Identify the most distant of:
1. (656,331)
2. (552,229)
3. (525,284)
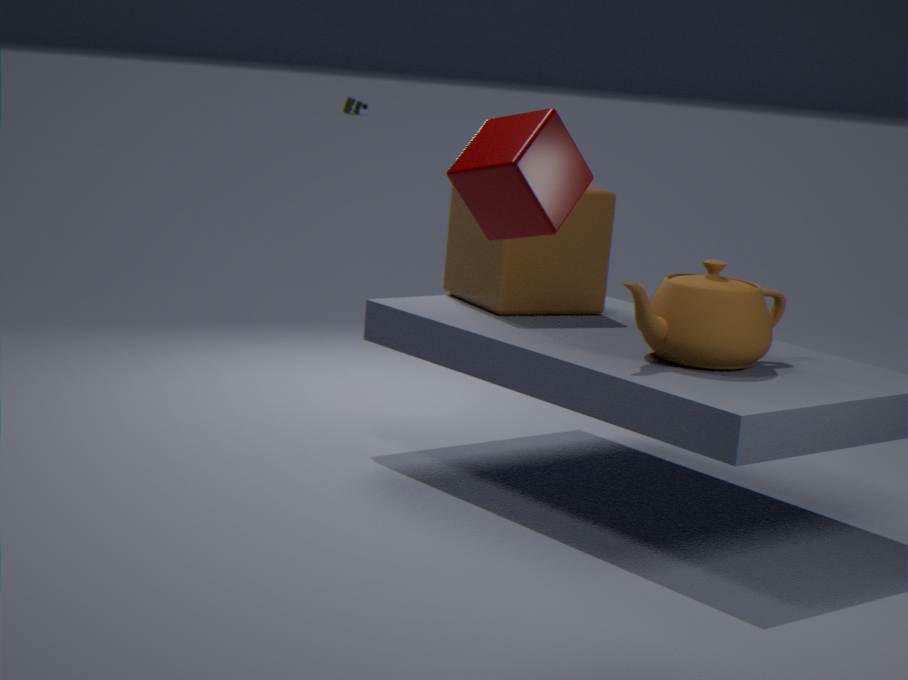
(525,284)
